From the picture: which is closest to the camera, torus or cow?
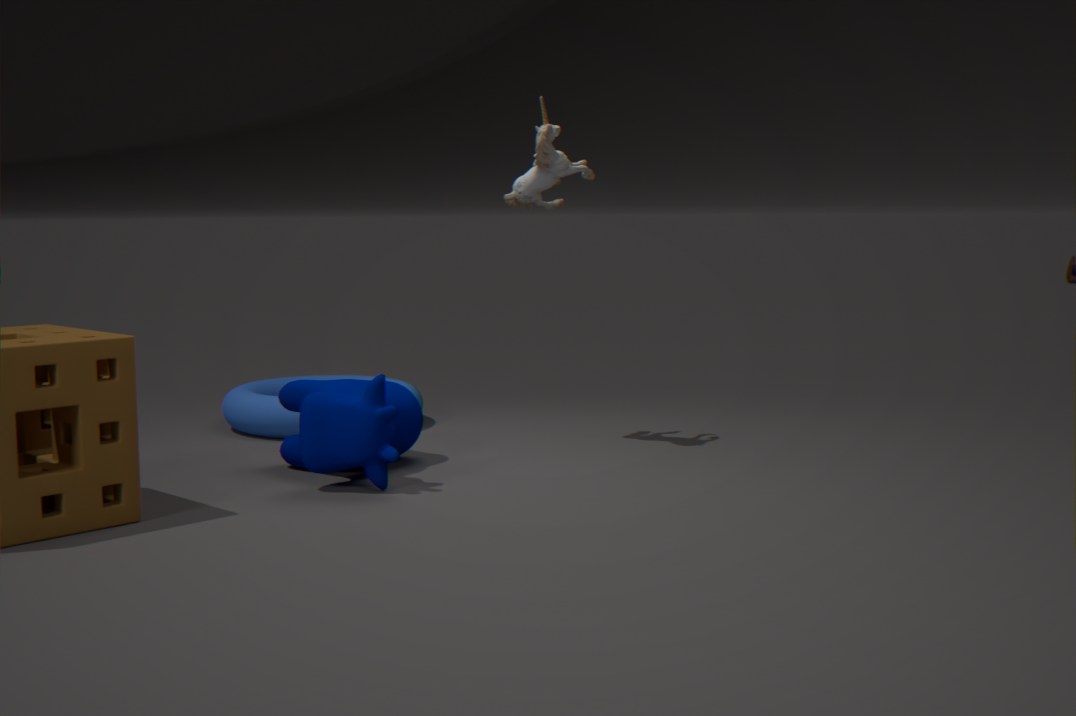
cow
